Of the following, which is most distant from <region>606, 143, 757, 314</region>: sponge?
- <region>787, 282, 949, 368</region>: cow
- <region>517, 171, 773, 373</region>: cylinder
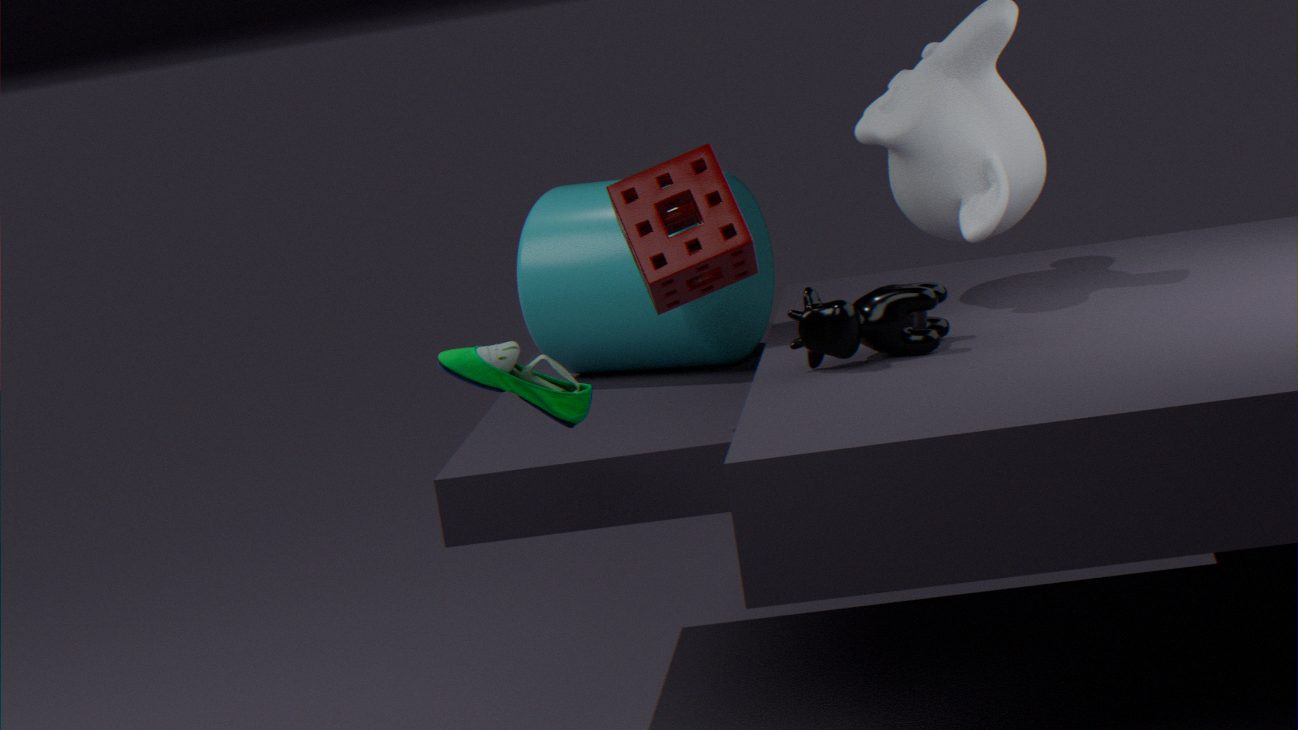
<region>517, 171, 773, 373</region>: cylinder
